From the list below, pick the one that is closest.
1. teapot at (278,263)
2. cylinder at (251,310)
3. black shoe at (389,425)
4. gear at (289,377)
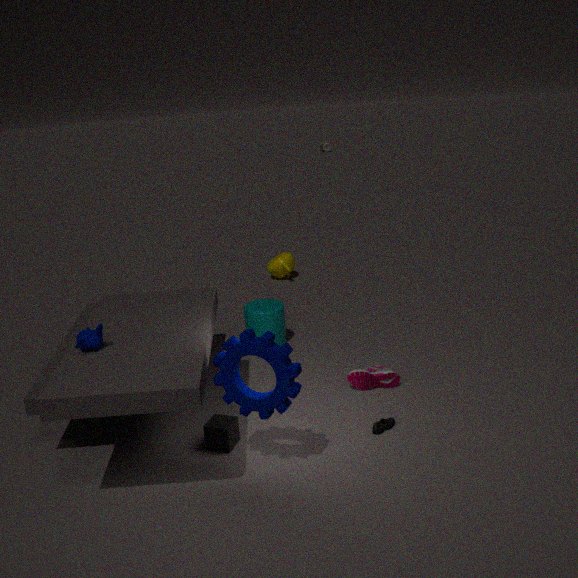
gear at (289,377)
